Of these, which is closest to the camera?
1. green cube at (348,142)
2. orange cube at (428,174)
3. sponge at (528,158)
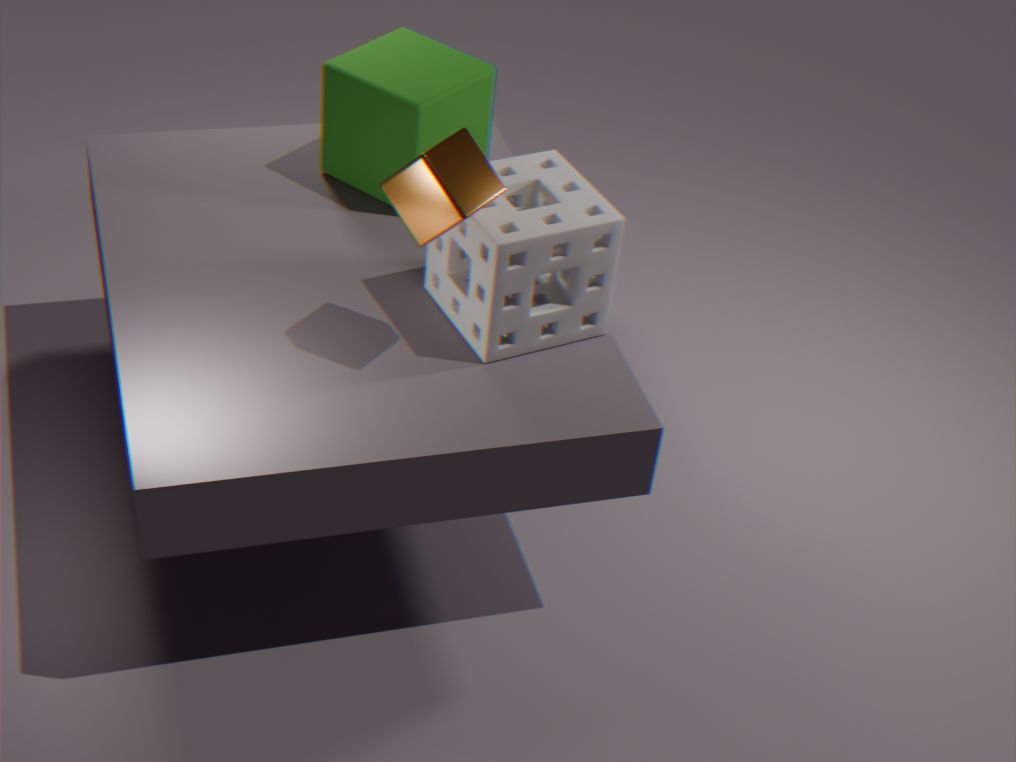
orange cube at (428,174)
